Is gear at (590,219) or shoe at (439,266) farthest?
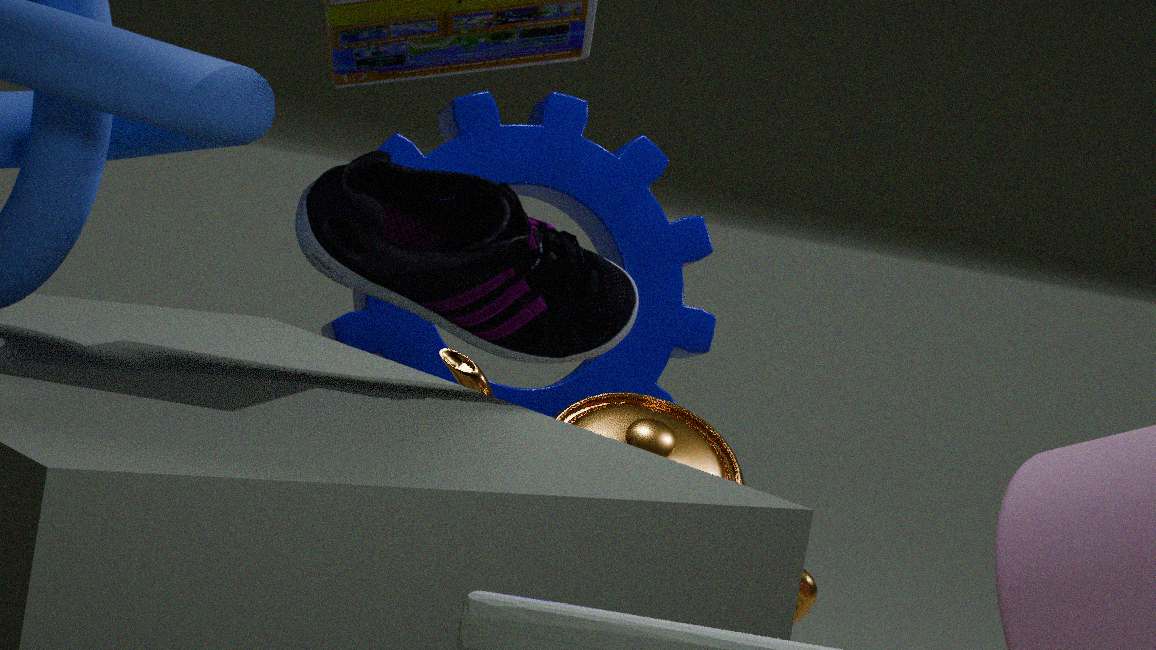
gear at (590,219)
